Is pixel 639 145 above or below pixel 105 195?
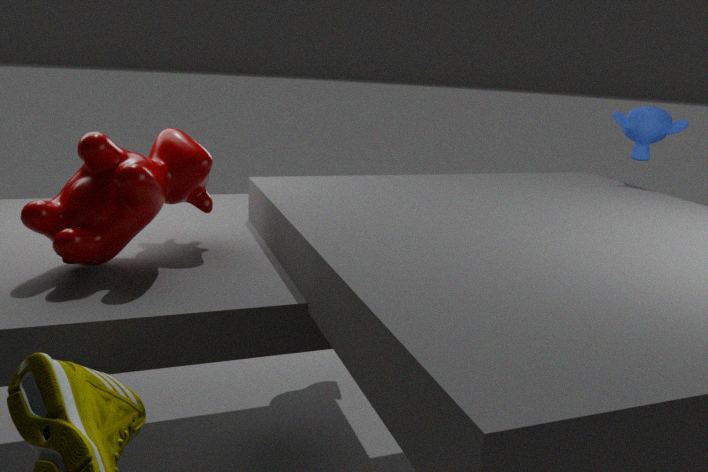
above
